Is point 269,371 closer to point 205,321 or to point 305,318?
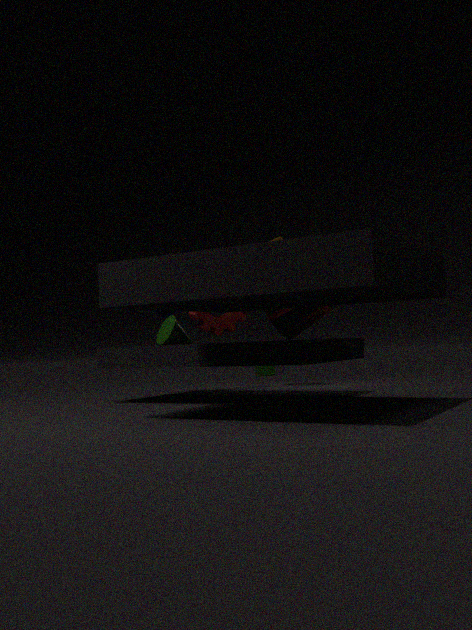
point 205,321
